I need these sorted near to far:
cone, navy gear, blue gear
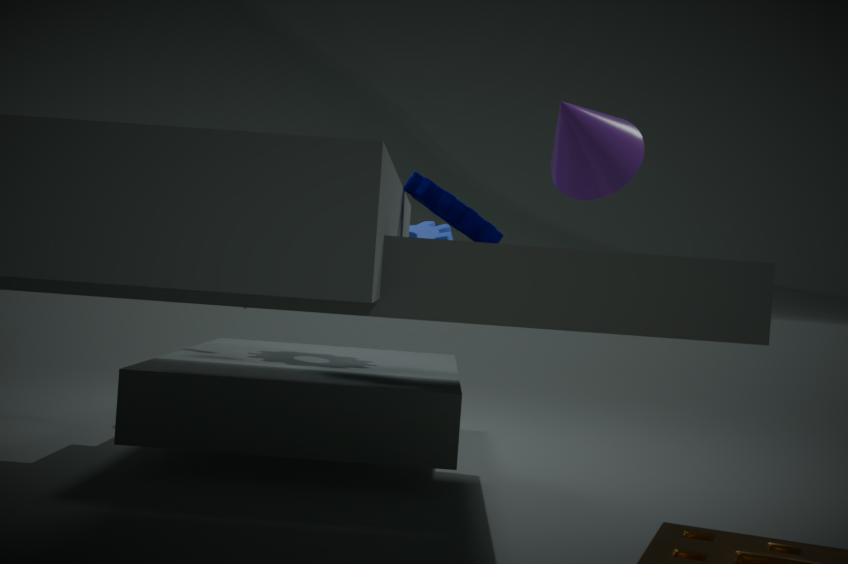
1. cone
2. navy gear
3. blue gear
